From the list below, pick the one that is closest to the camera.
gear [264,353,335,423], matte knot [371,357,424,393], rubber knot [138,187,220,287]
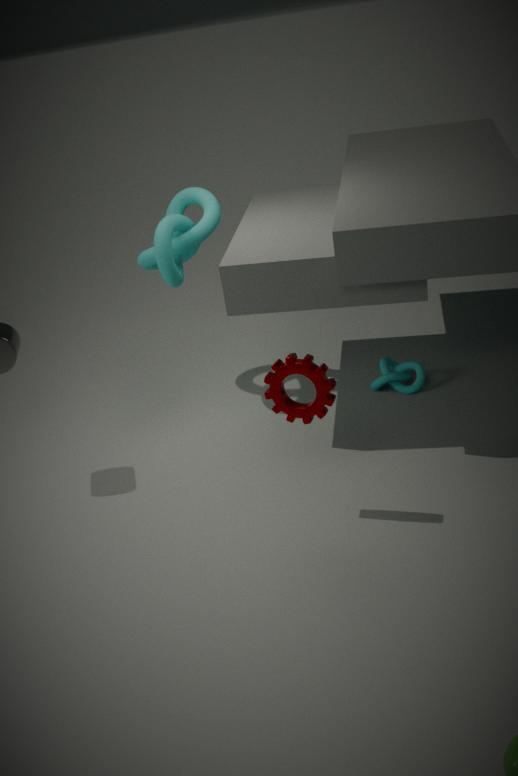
gear [264,353,335,423]
